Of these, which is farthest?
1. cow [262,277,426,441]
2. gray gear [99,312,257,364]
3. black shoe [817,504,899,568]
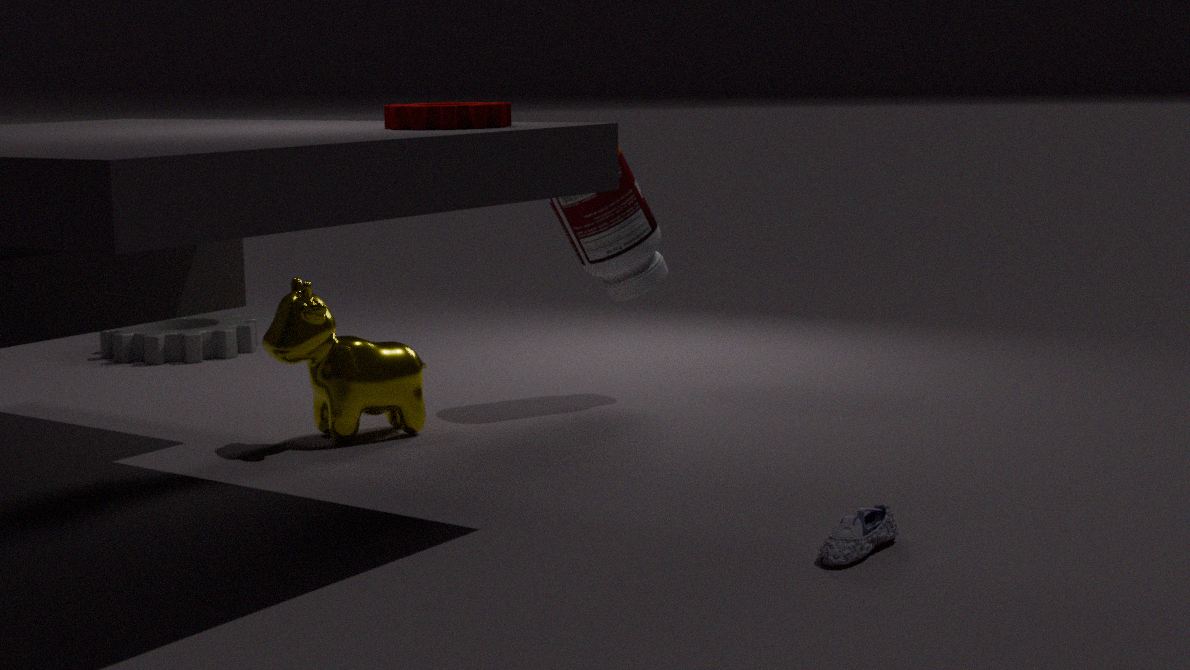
gray gear [99,312,257,364]
